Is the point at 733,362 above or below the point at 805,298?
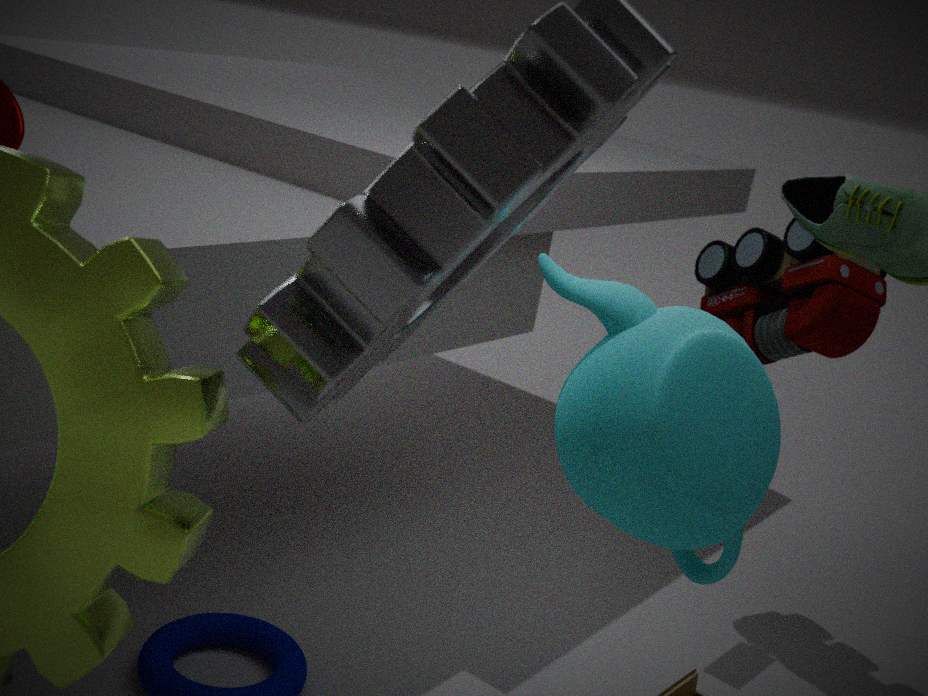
below
